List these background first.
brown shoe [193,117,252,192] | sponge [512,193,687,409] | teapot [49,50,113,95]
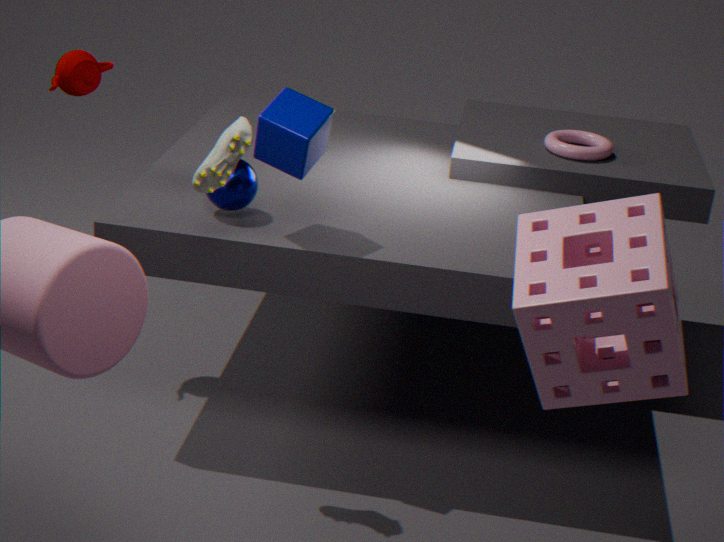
teapot [49,50,113,95]
brown shoe [193,117,252,192]
sponge [512,193,687,409]
